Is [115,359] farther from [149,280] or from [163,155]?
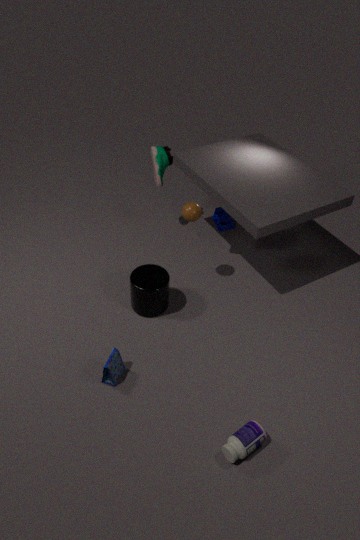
[163,155]
